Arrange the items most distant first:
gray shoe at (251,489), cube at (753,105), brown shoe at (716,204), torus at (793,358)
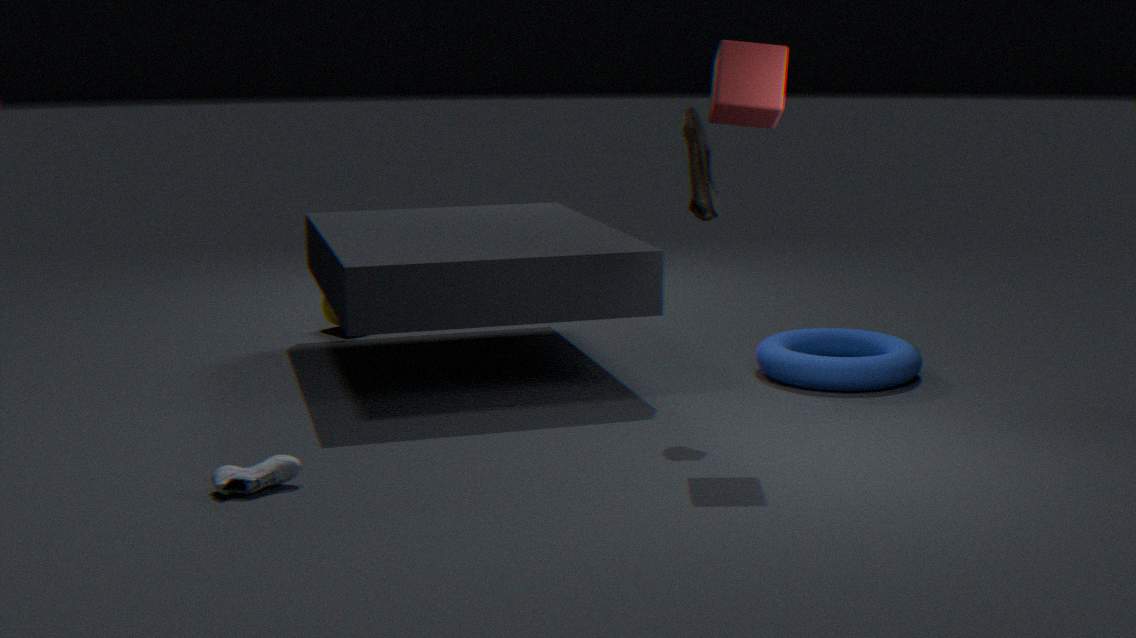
torus at (793,358) < brown shoe at (716,204) < cube at (753,105) < gray shoe at (251,489)
